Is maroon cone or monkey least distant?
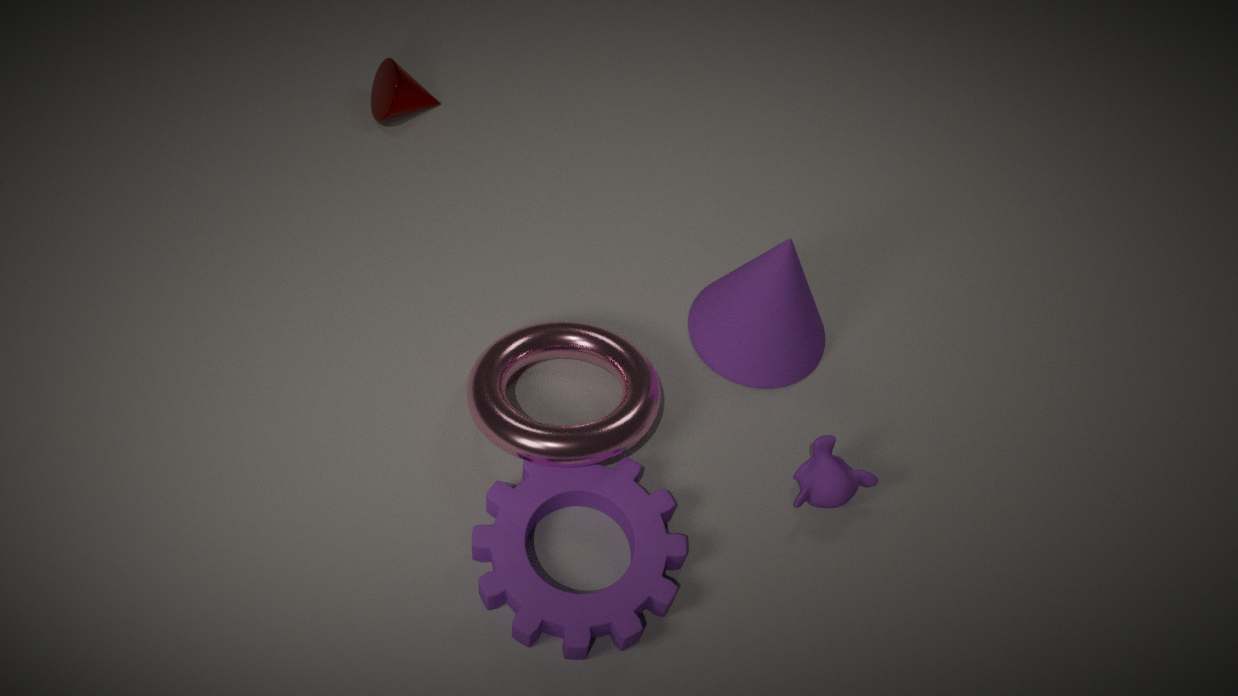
monkey
